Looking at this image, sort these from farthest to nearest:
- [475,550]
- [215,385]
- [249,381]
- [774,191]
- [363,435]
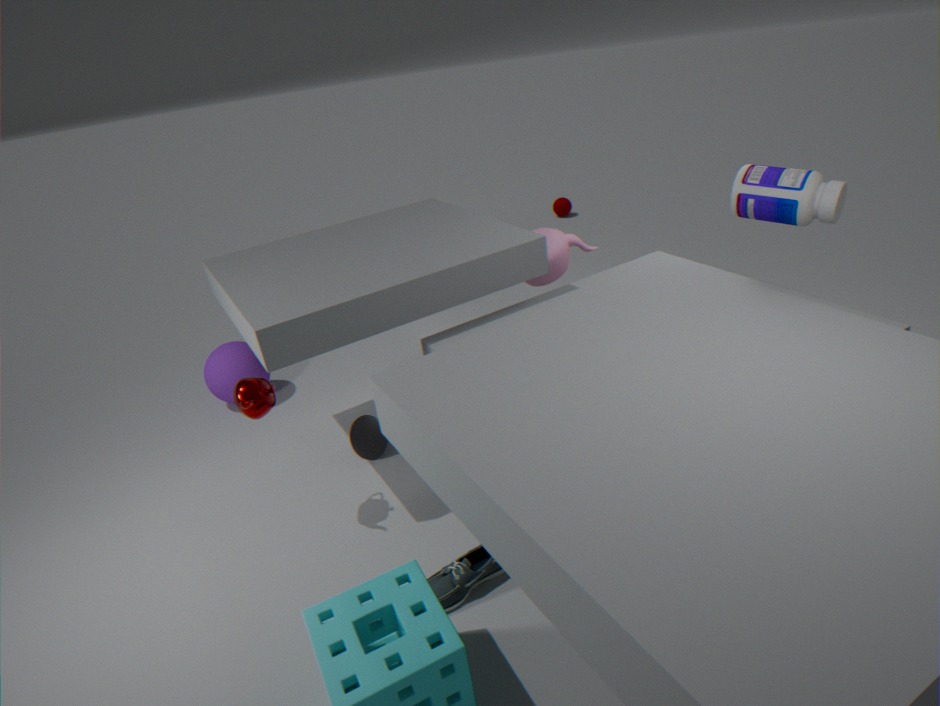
[215,385]
[363,435]
[774,191]
[249,381]
[475,550]
